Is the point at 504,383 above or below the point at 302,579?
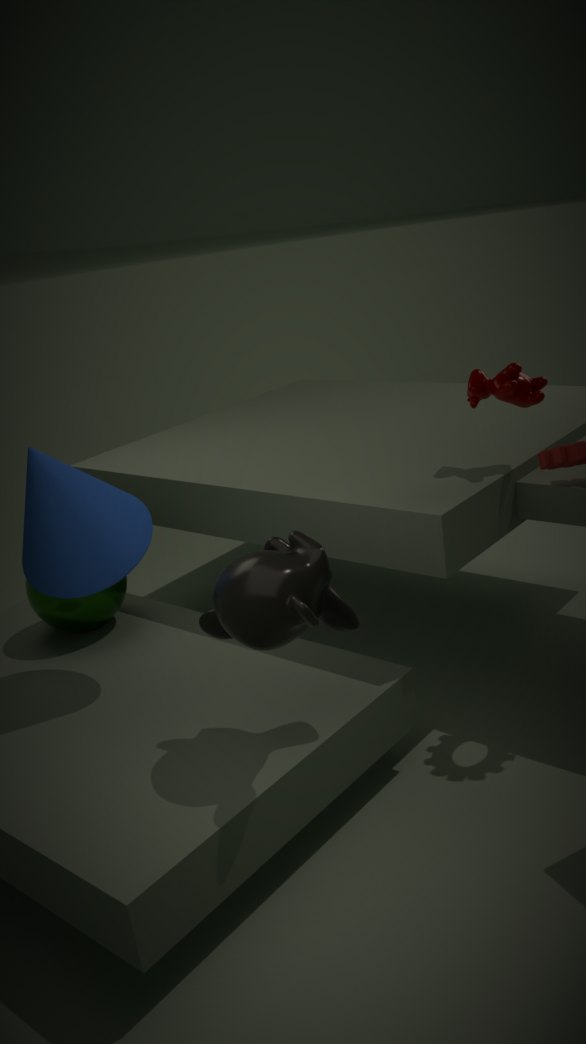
above
